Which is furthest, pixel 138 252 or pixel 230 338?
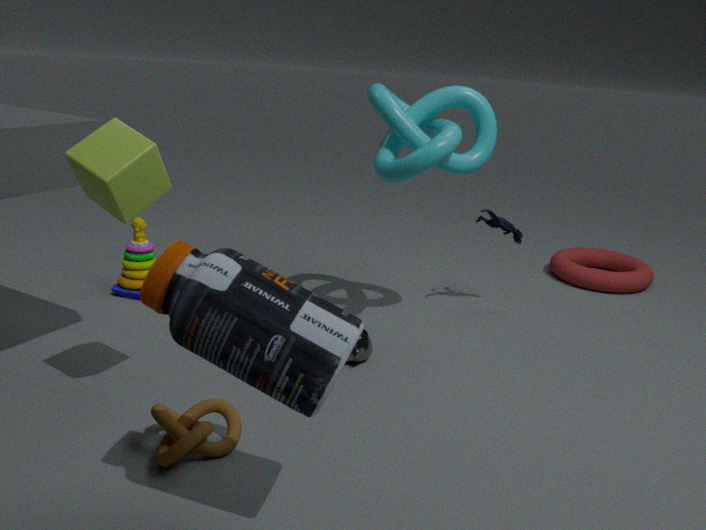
pixel 138 252
